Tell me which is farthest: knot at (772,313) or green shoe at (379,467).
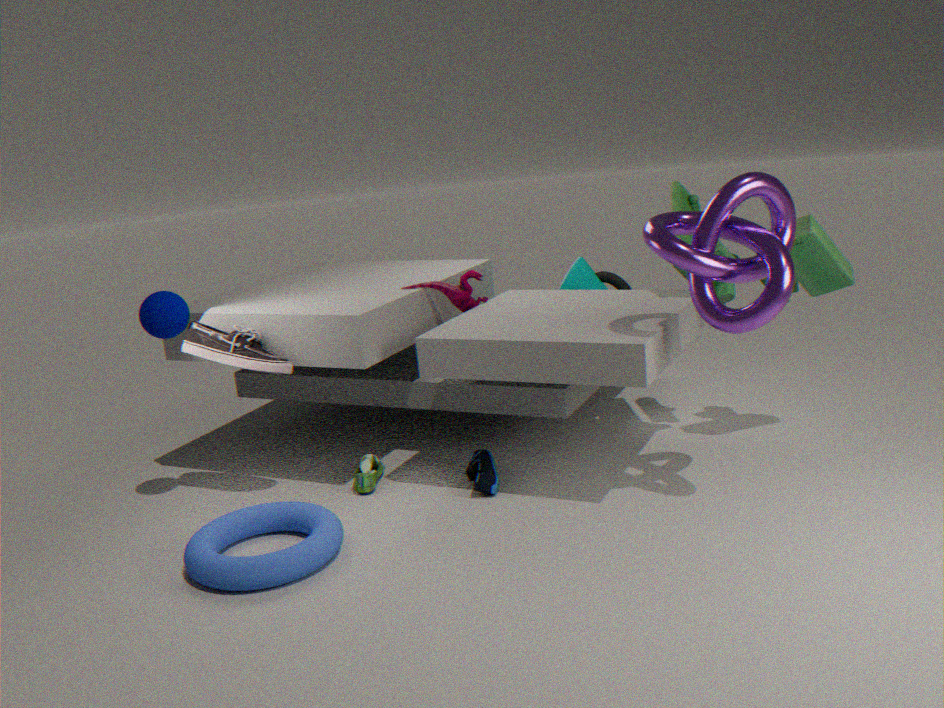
green shoe at (379,467)
